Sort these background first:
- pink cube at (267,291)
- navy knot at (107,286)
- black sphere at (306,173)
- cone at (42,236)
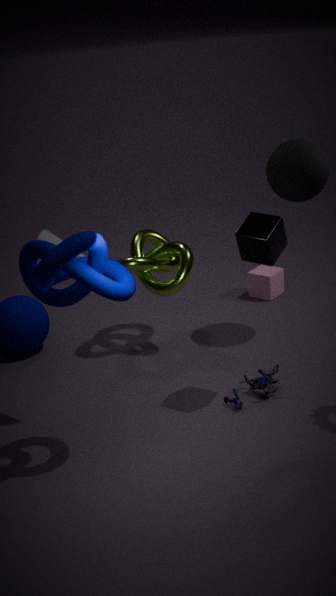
pink cube at (267,291) → black sphere at (306,173) → cone at (42,236) → navy knot at (107,286)
